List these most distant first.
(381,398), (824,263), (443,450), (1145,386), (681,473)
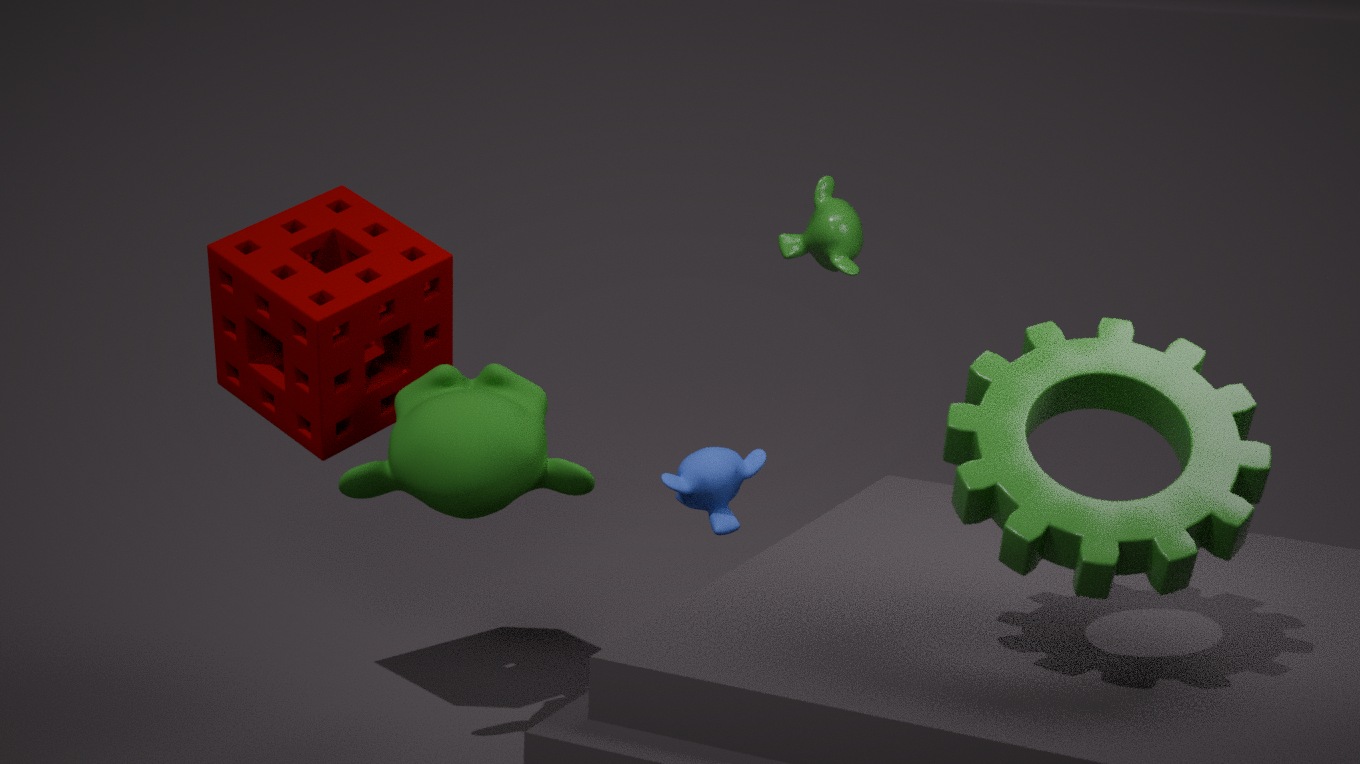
Result: (824,263)
(681,473)
(381,398)
(443,450)
(1145,386)
